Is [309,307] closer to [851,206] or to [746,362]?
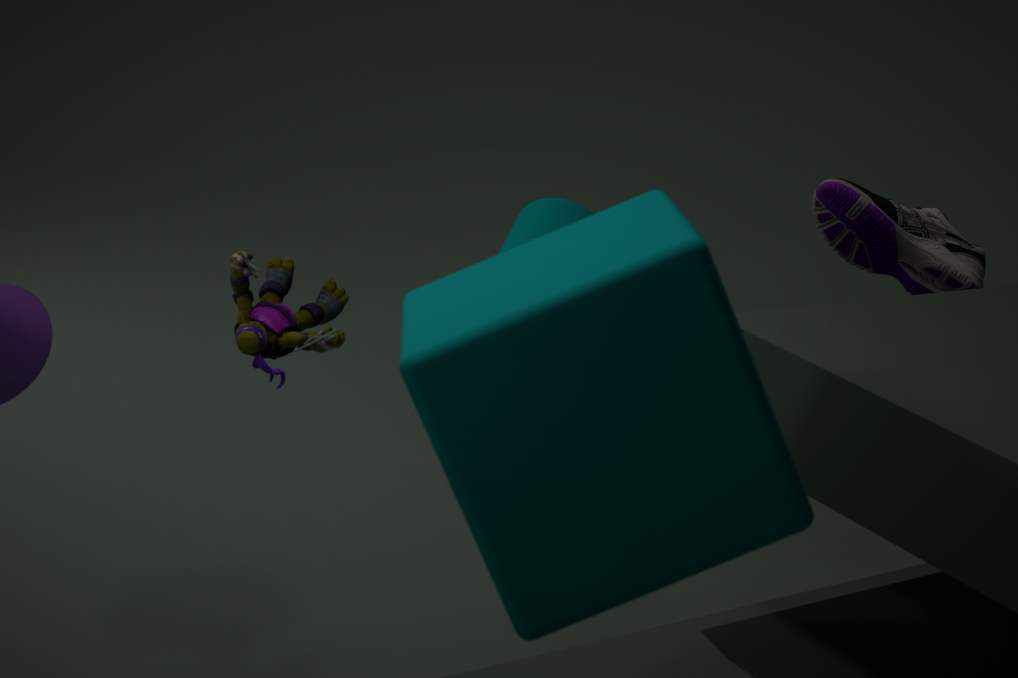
[746,362]
